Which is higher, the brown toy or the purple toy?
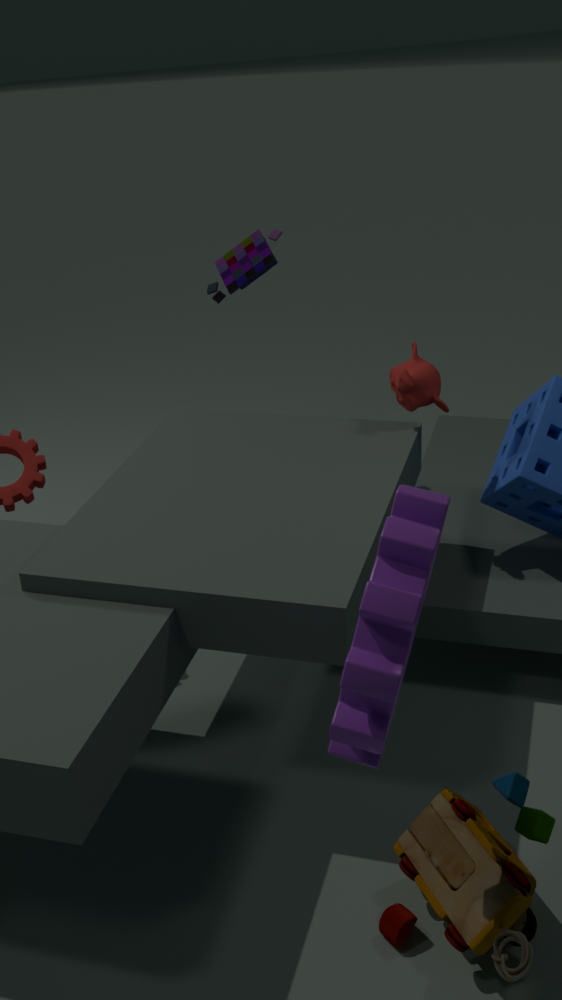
the purple toy
